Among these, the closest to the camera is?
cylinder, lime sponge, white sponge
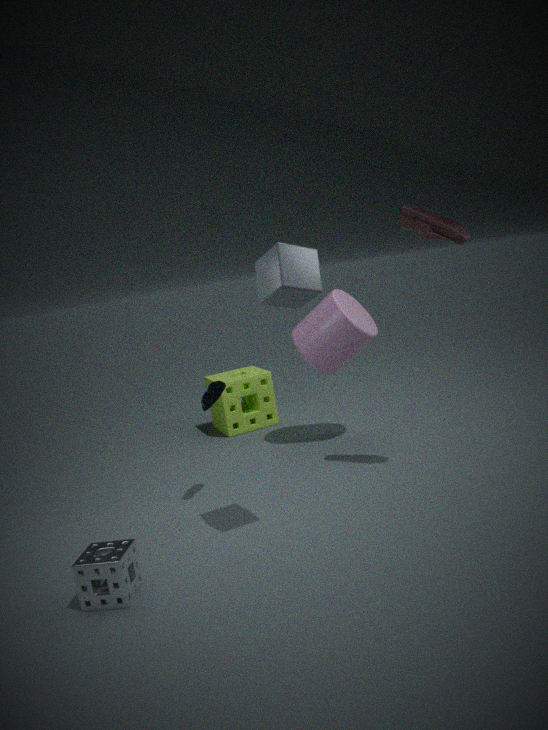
white sponge
